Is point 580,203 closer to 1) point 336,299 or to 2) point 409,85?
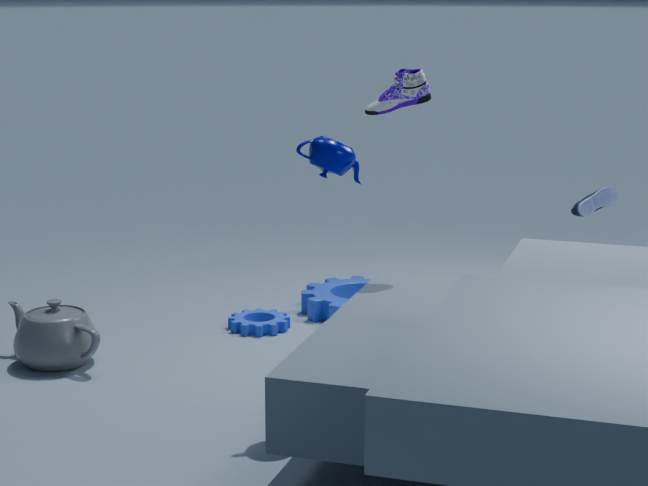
2) point 409,85
